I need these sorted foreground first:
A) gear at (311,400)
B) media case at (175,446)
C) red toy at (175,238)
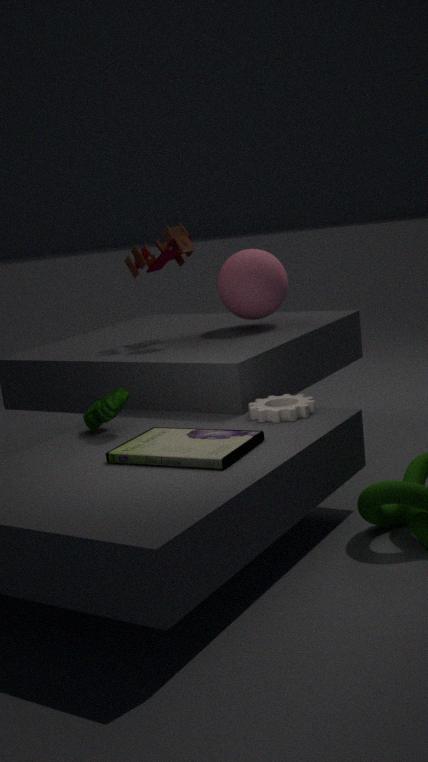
media case at (175,446), gear at (311,400), red toy at (175,238)
